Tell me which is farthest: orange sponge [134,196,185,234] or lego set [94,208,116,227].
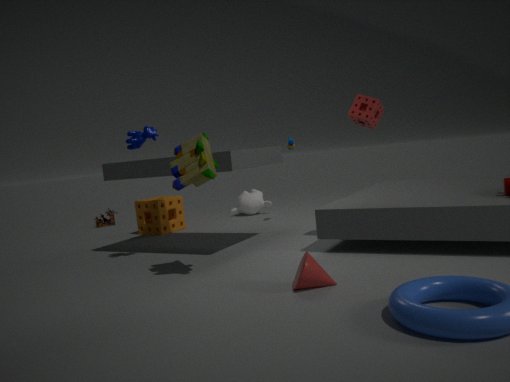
lego set [94,208,116,227]
